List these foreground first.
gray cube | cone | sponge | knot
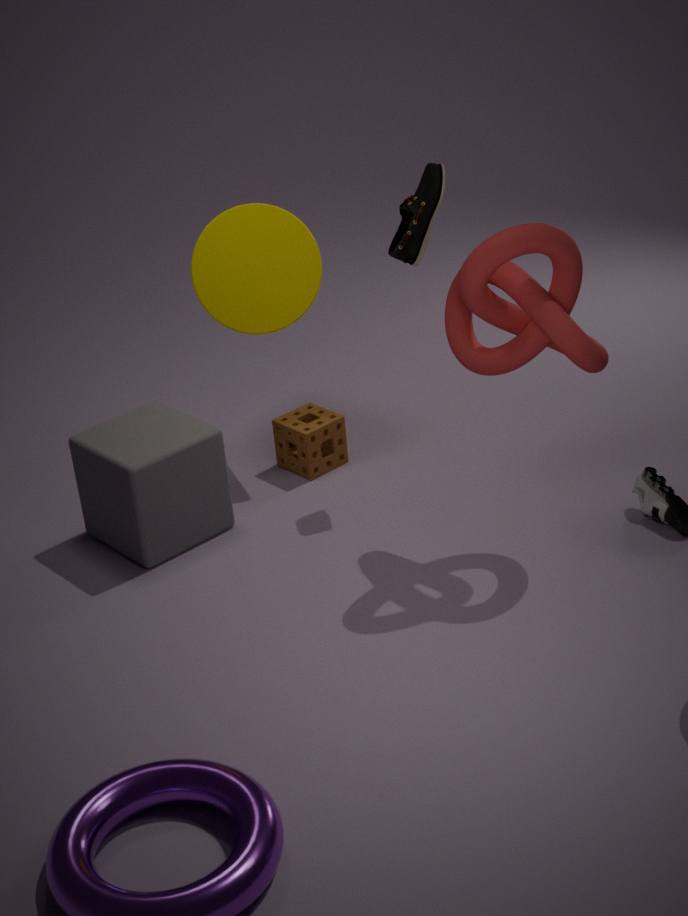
1. knot
2. gray cube
3. cone
4. sponge
